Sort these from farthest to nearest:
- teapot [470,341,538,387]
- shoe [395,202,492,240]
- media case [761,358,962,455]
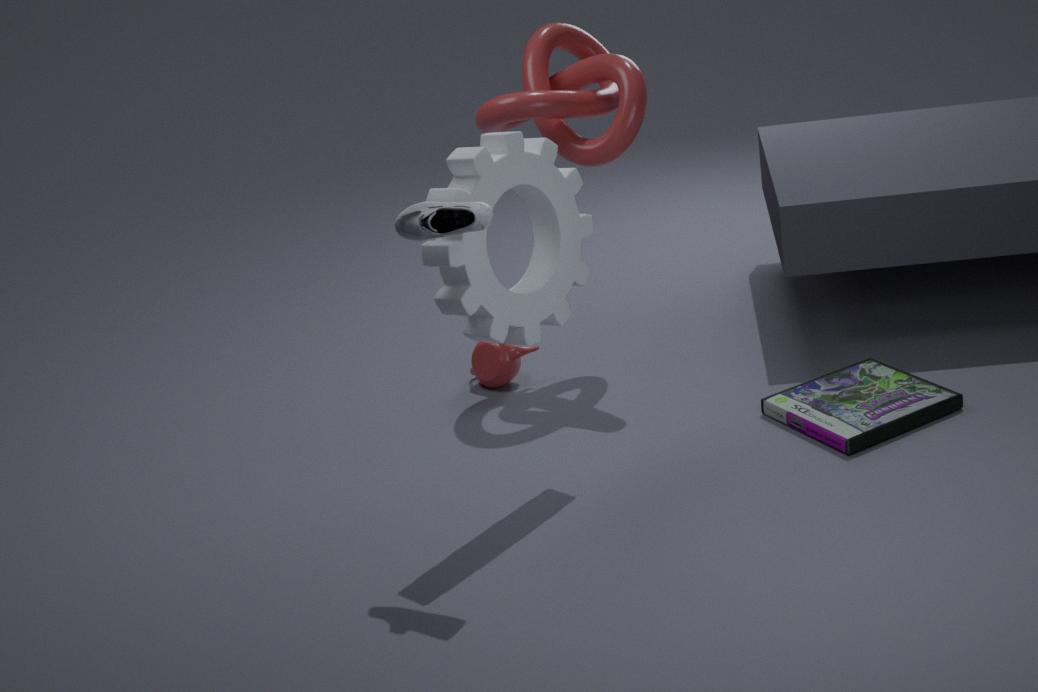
1. teapot [470,341,538,387]
2. media case [761,358,962,455]
3. shoe [395,202,492,240]
